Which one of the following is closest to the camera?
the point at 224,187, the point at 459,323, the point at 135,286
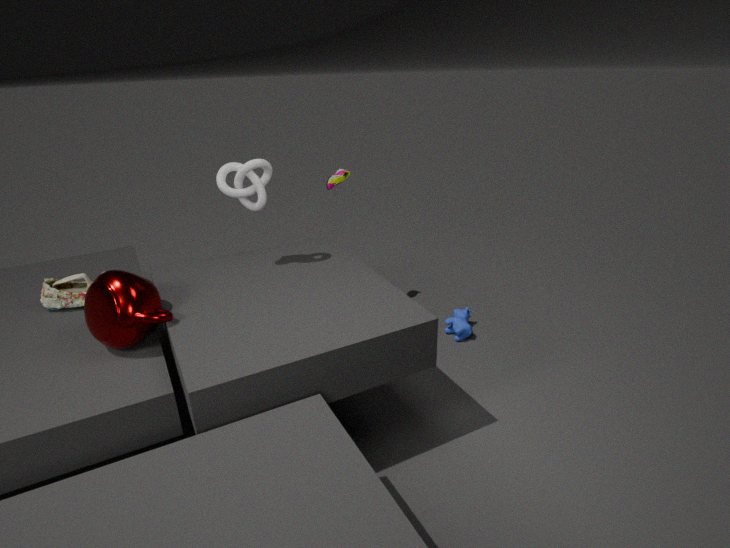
the point at 135,286
